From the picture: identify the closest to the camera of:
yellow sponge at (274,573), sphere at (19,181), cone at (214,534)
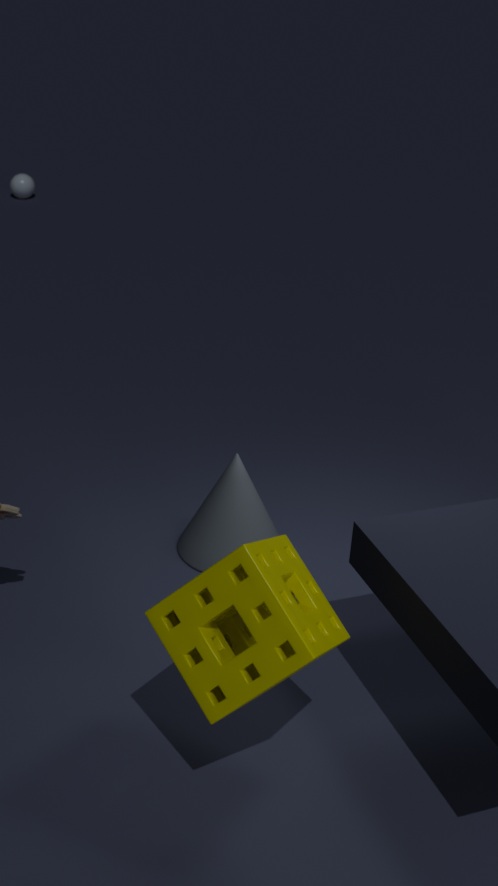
yellow sponge at (274,573)
